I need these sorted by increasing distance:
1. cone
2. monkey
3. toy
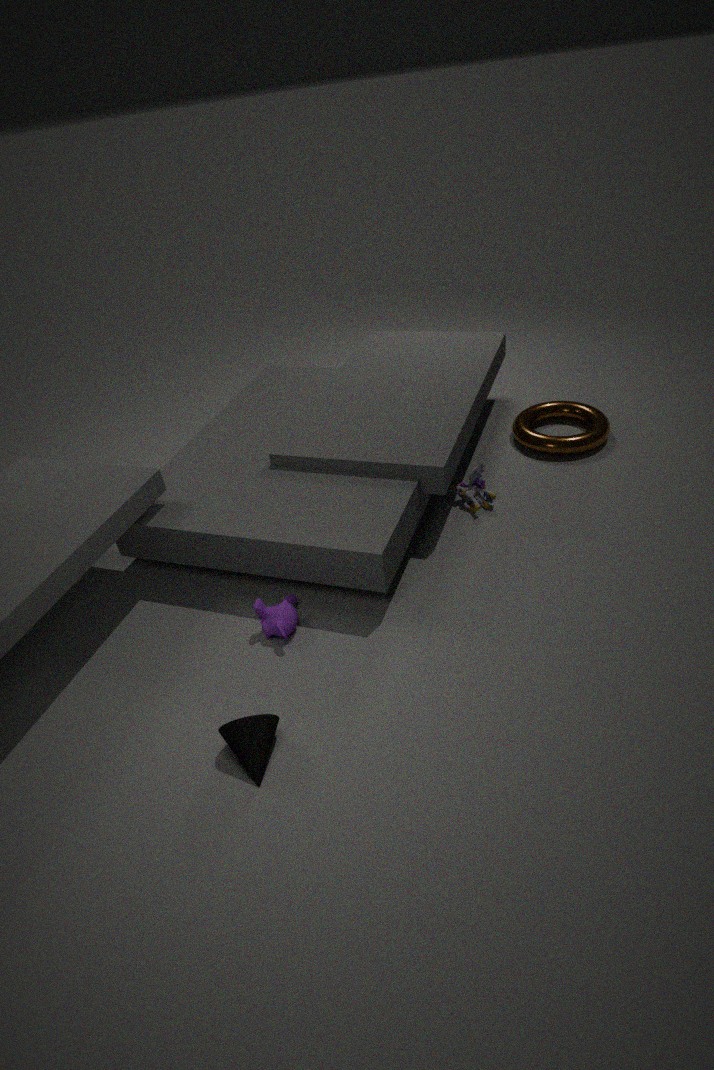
cone, monkey, toy
